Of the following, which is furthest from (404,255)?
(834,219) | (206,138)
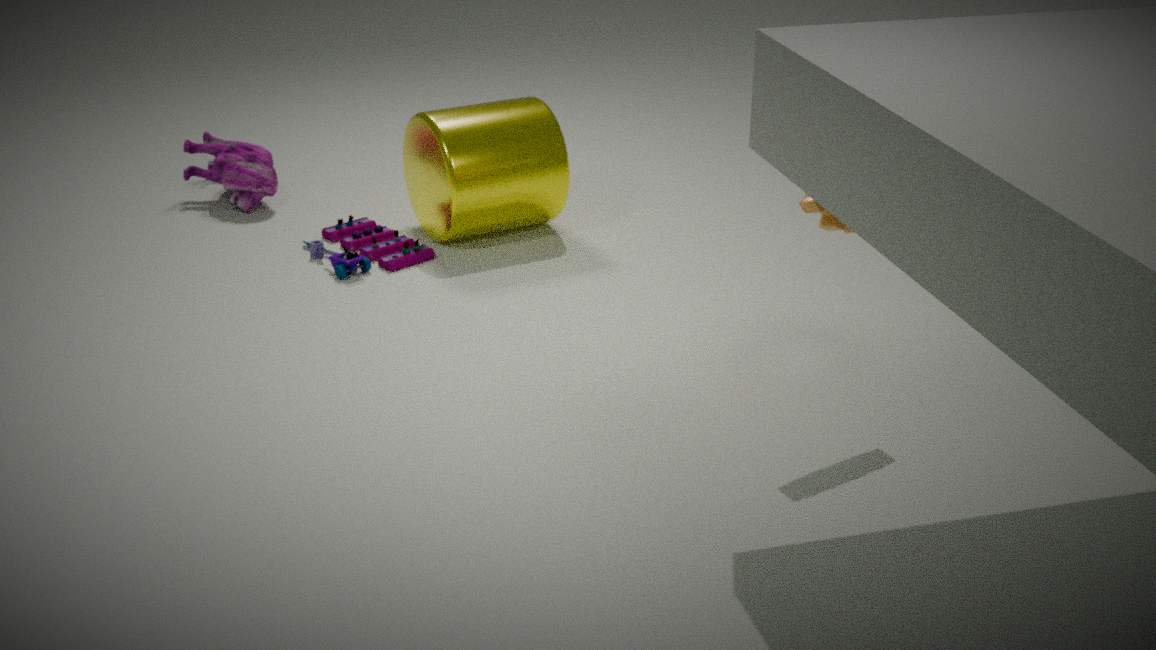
(834,219)
